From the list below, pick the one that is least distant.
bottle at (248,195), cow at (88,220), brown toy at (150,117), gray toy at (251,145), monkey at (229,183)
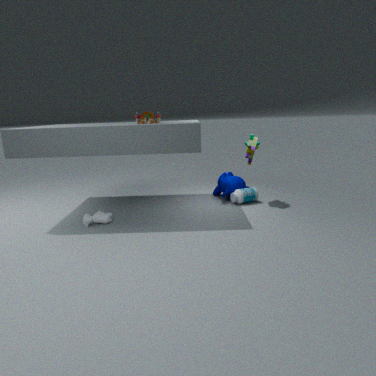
brown toy at (150,117)
